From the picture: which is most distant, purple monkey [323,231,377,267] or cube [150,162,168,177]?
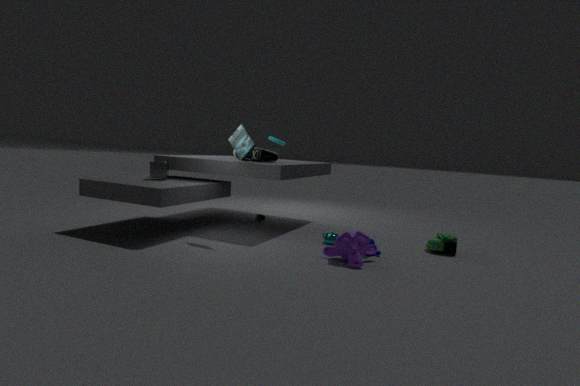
cube [150,162,168,177]
